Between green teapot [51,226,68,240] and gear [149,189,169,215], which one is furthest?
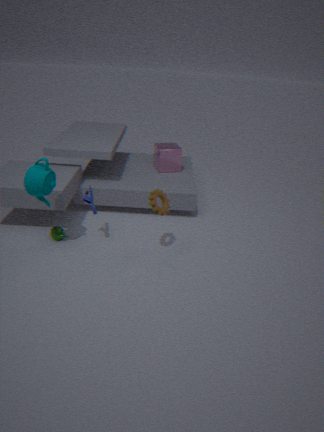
green teapot [51,226,68,240]
